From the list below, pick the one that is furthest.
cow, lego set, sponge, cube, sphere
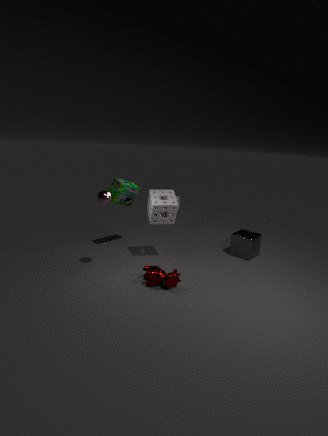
cube
